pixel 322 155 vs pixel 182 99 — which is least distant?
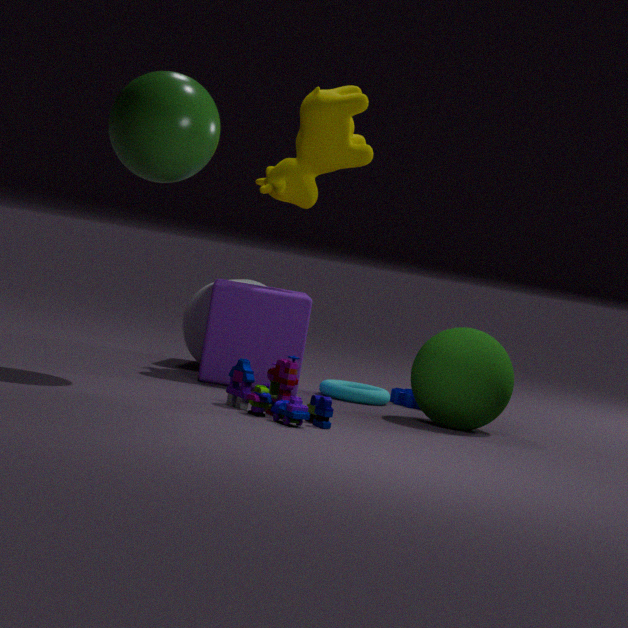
pixel 182 99
